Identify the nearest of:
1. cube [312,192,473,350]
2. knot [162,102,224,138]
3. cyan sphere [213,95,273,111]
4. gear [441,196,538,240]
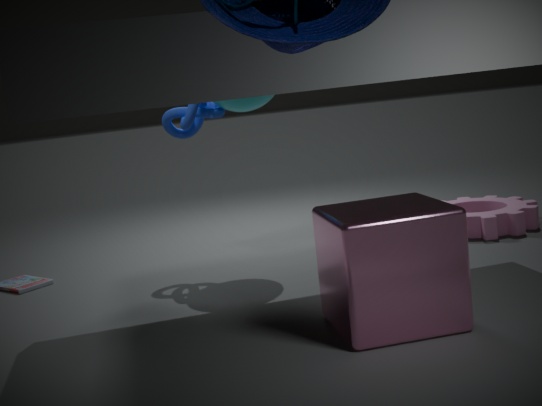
cube [312,192,473,350]
